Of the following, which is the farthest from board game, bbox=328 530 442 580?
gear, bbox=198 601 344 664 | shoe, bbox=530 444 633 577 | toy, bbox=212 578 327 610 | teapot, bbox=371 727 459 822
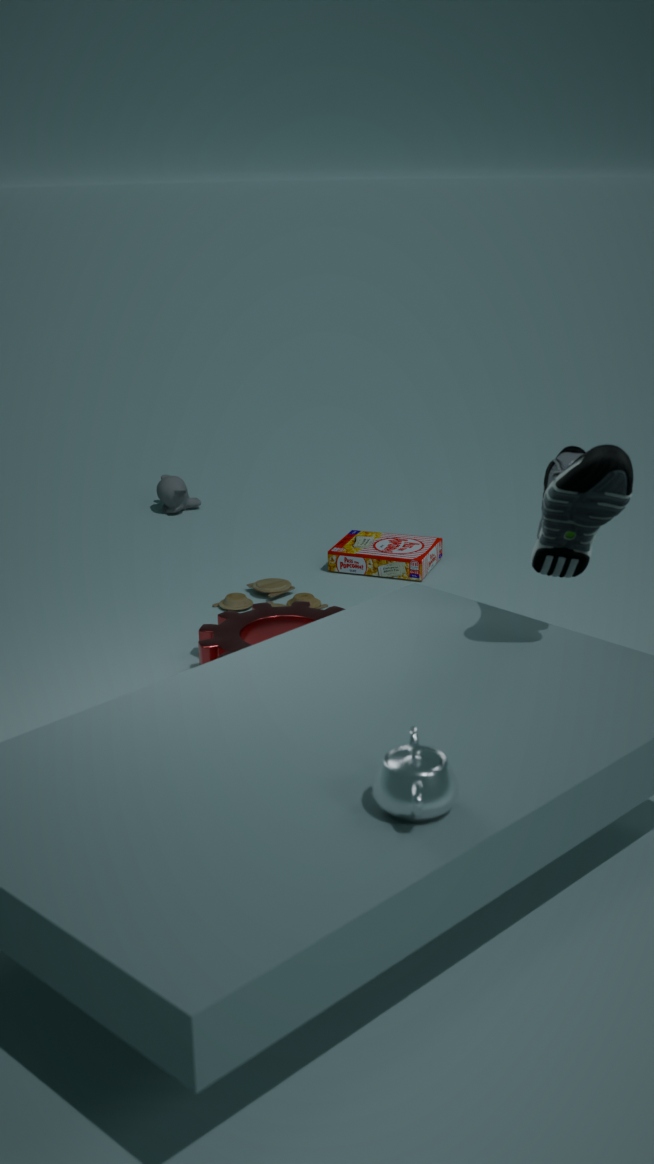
teapot, bbox=371 727 459 822
